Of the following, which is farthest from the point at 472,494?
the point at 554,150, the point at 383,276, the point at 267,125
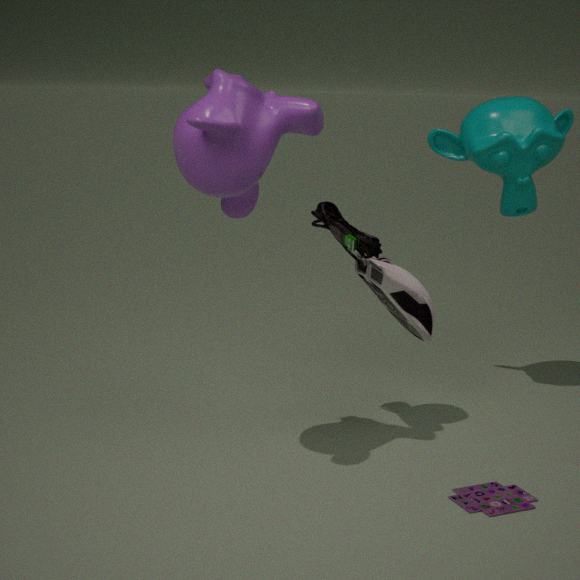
the point at 554,150
